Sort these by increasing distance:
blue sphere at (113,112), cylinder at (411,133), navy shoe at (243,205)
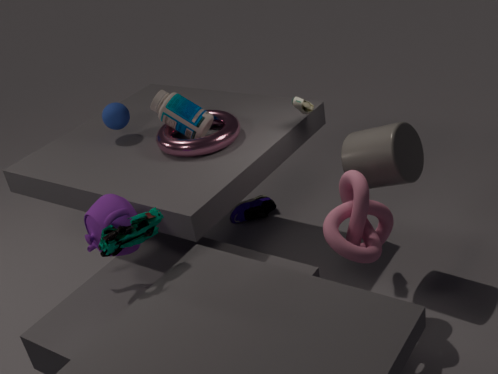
cylinder at (411,133)
blue sphere at (113,112)
navy shoe at (243,205)
